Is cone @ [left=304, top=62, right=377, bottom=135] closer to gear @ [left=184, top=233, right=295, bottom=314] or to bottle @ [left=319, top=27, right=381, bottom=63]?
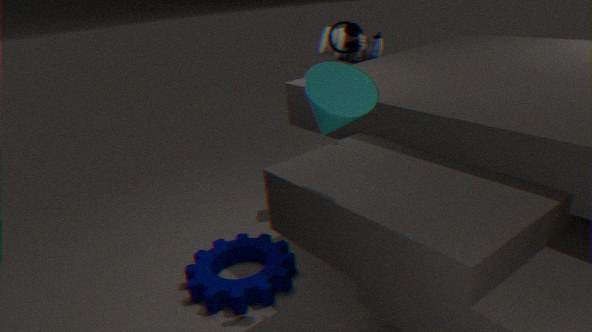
gear @ [left=184, top=233, right=295, bottom=314]
